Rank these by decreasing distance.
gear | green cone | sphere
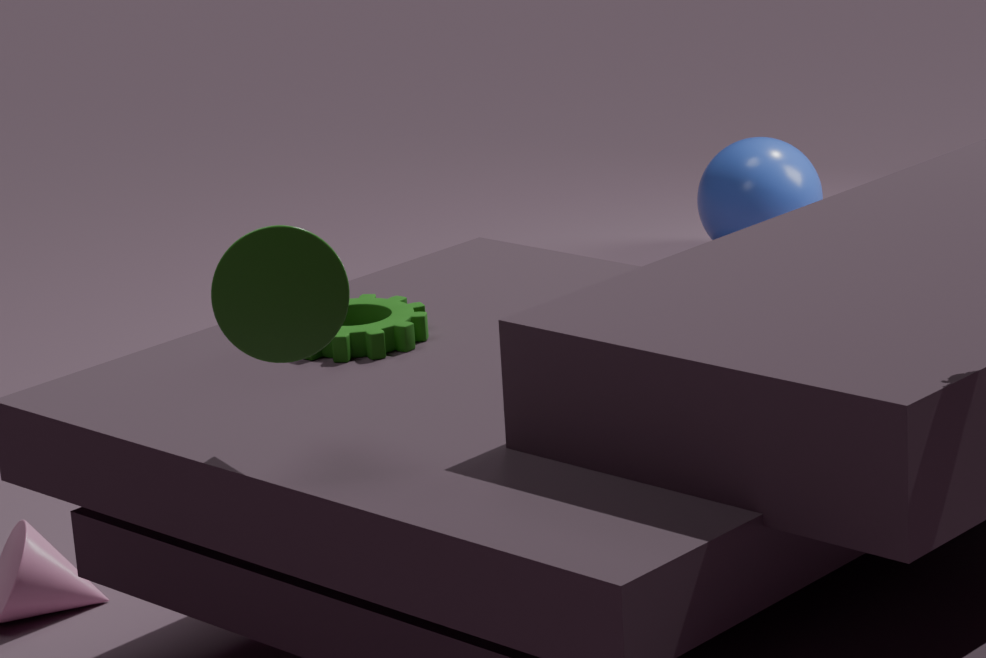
sphere → gear → green cone
